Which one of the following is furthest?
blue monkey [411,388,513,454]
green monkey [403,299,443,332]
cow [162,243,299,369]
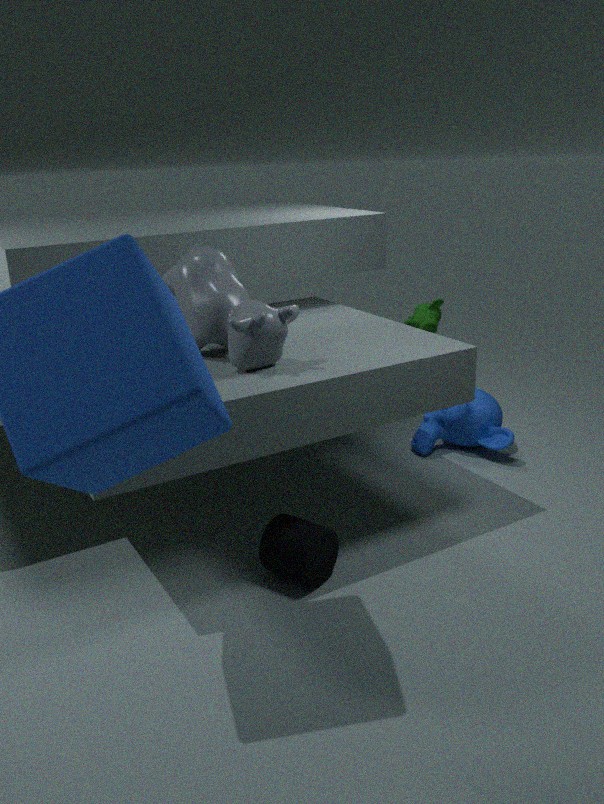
green monkey [403,299,443,332]
